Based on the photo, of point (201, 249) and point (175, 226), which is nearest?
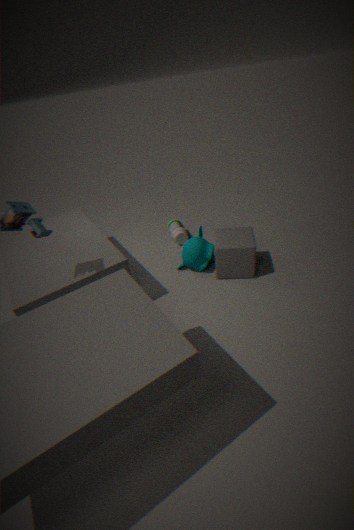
point (201, 249)
